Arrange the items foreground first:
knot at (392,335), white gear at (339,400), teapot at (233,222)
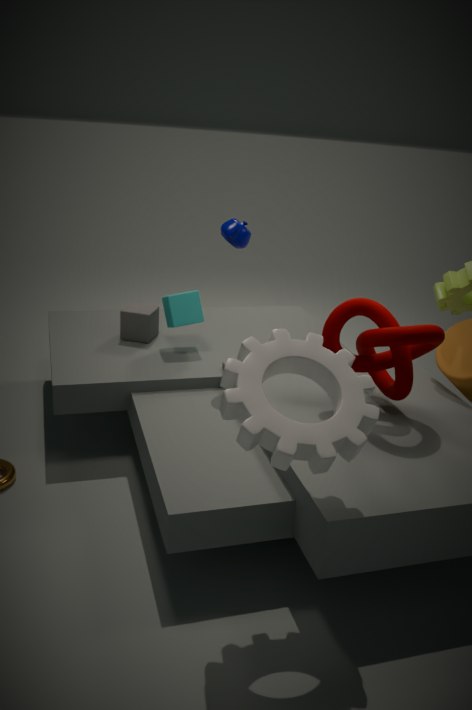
white gear at (339,400), knot at (392,335), teapot at (233,222)
